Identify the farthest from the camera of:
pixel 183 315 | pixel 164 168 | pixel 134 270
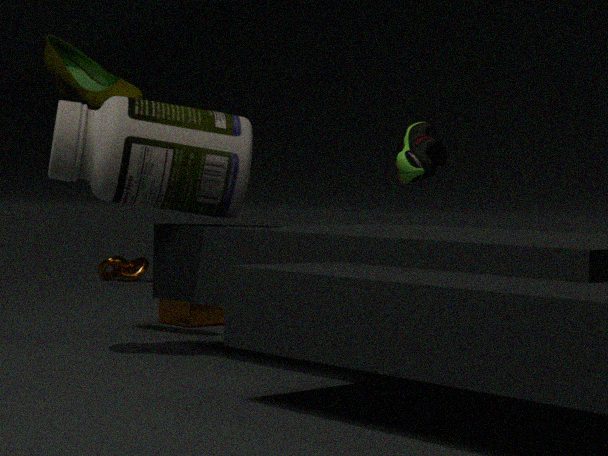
pixel 134 270
